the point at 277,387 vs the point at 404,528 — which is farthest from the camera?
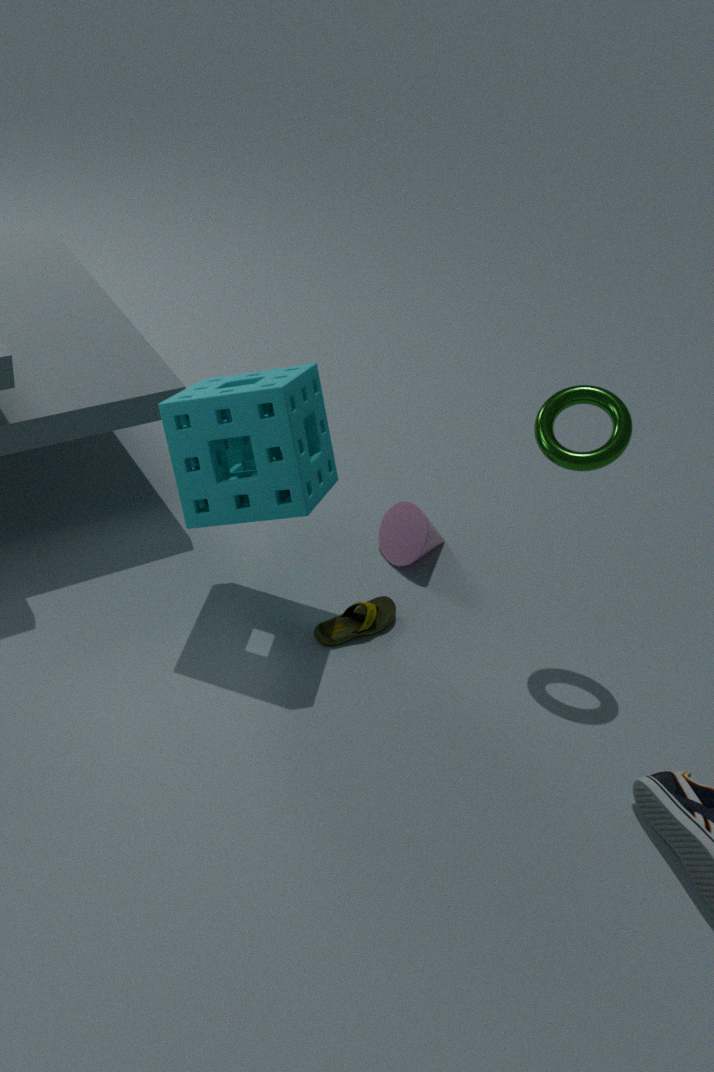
the point at 404,528
